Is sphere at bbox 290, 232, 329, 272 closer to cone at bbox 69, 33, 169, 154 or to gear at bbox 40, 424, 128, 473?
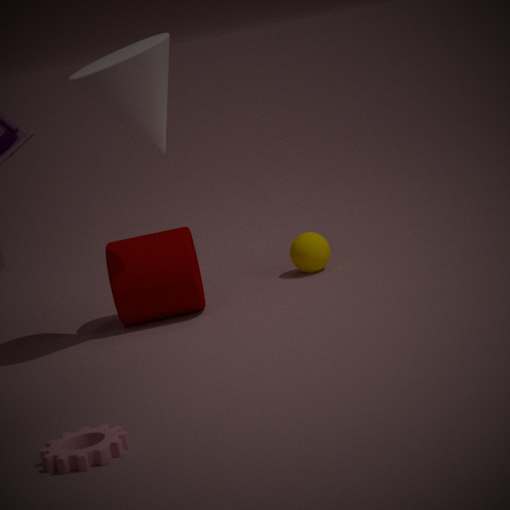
cone at bbox 69, 33, 169, 154
